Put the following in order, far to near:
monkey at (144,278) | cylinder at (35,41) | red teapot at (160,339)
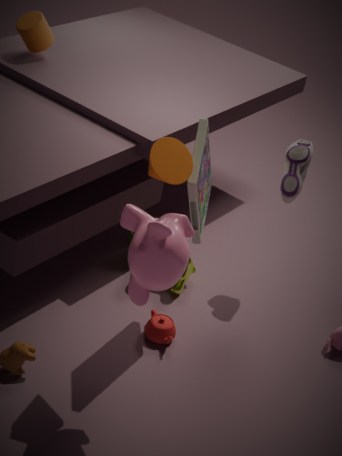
cylinder at (35,41), red teapot at (160,339), monkey at (144,278)
